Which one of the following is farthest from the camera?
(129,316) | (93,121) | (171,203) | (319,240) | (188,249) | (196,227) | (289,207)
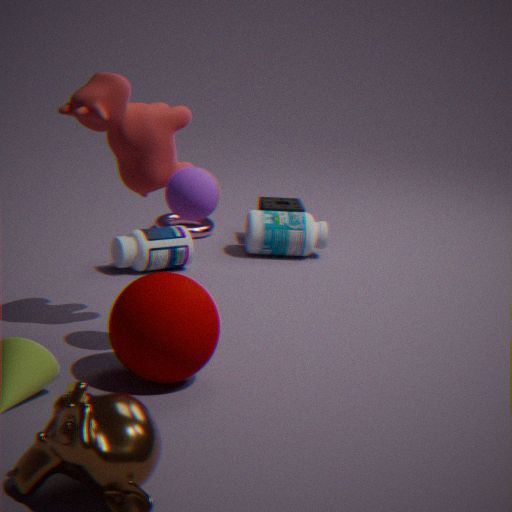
(196,227)
